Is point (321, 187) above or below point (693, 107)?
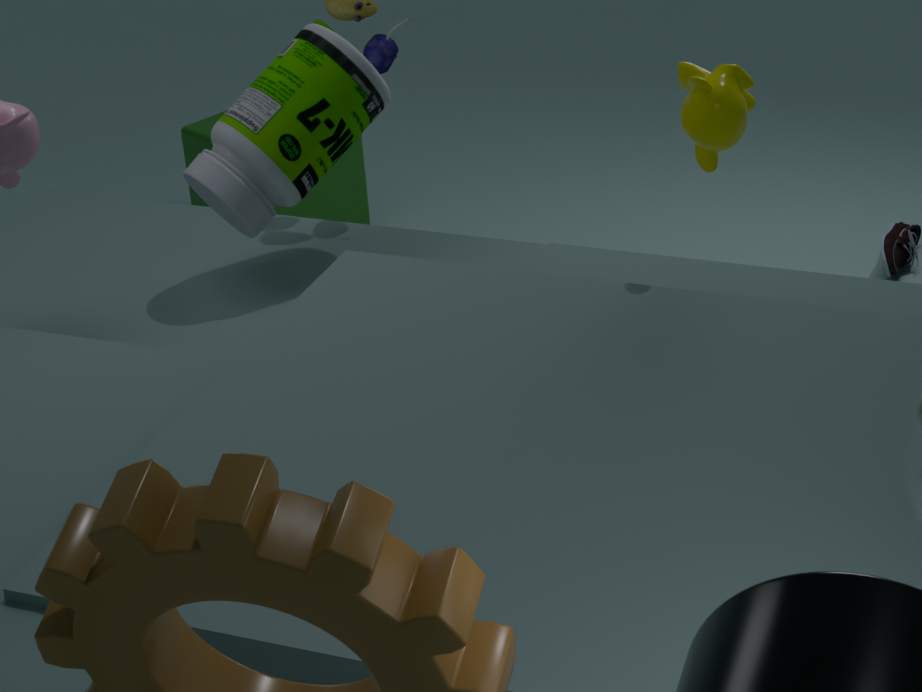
below
